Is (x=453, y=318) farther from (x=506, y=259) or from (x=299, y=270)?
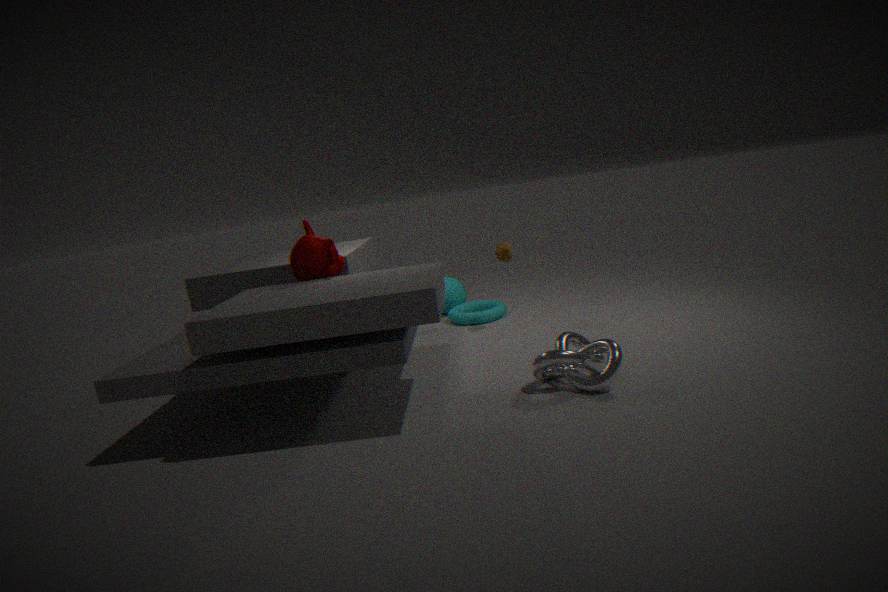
(x=299, y=270)
